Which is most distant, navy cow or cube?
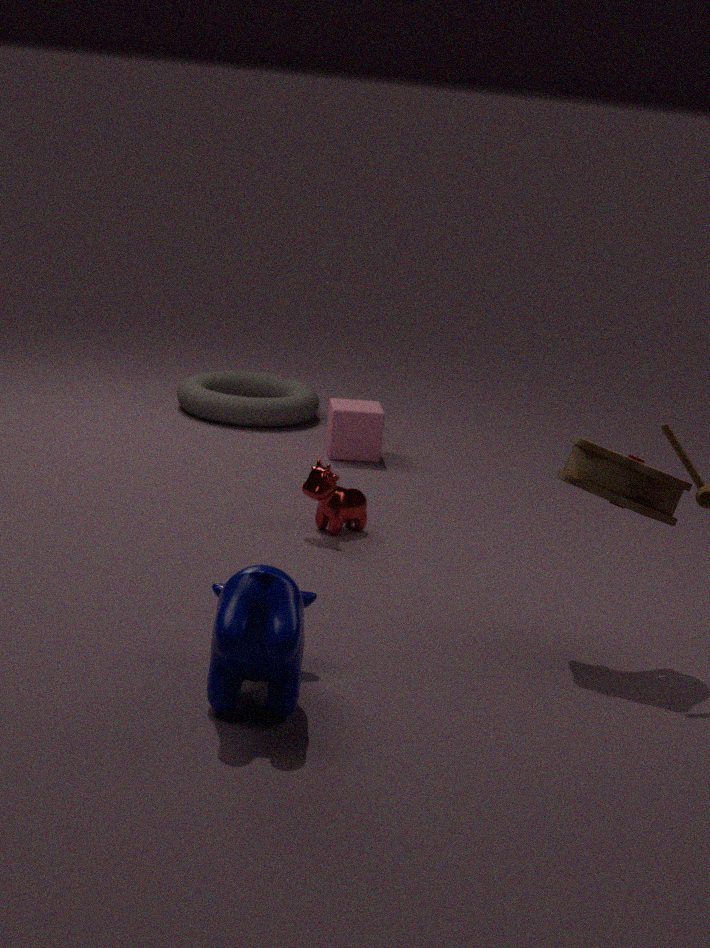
cube
